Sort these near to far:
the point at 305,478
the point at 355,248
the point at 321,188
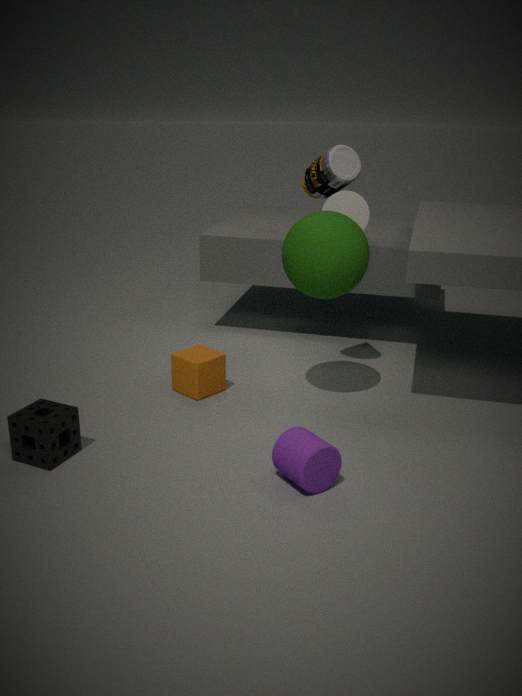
the point at 305,478 → the point at 355,248 → the point at 321,188
